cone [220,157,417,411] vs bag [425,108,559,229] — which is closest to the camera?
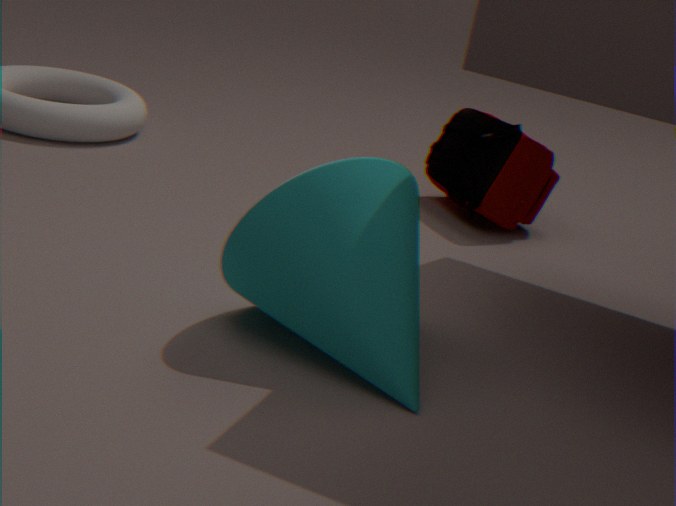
cone [220,157,417,411]
